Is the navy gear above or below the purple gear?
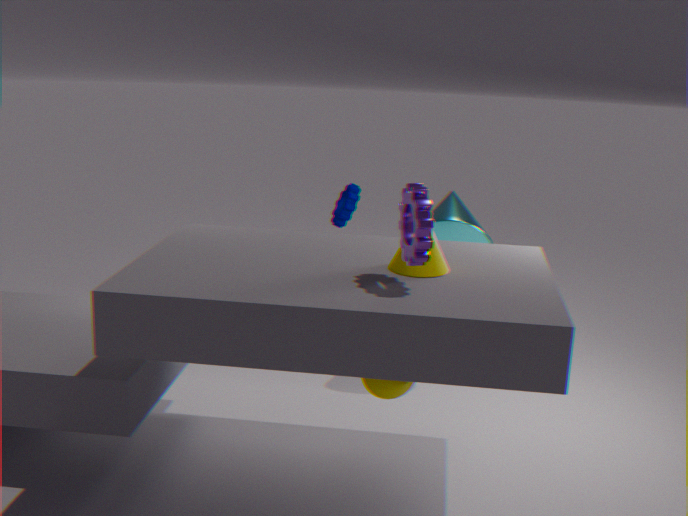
below
